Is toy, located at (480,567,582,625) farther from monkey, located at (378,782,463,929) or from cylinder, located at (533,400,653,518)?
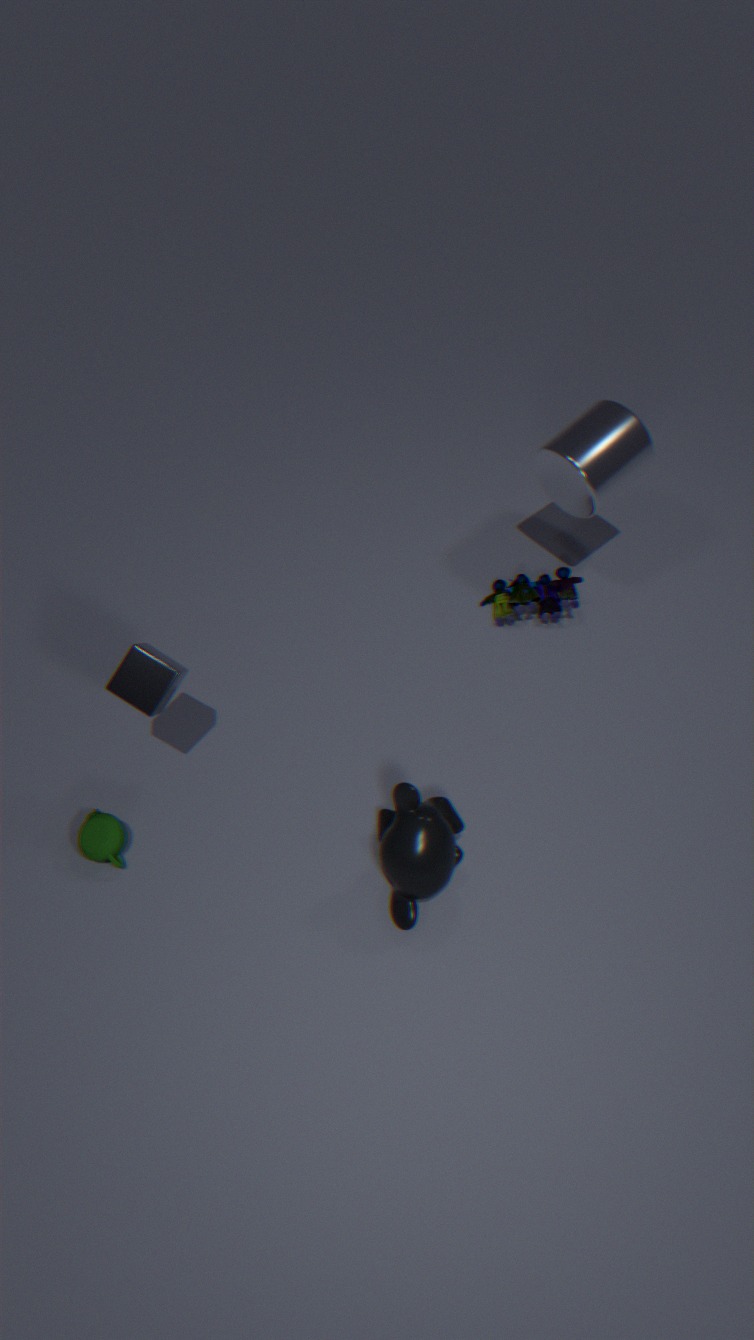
monkey, located at (378,782,463,929)
